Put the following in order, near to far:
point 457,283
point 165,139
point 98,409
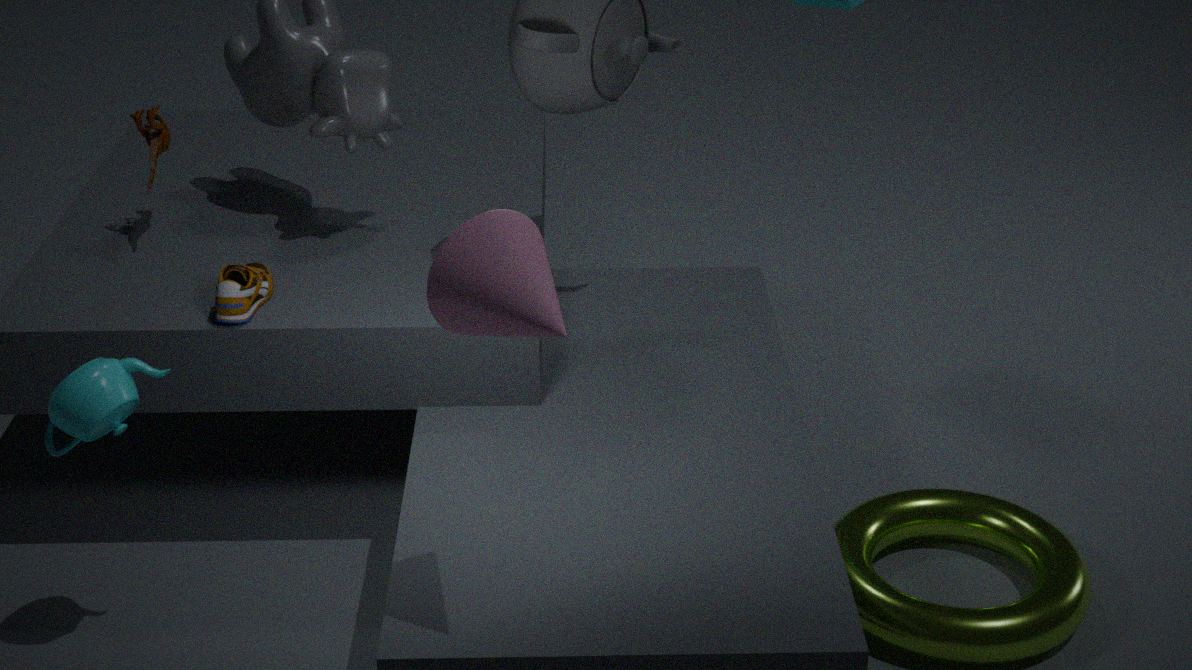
point 457,283
point 98,409
point 165,139
